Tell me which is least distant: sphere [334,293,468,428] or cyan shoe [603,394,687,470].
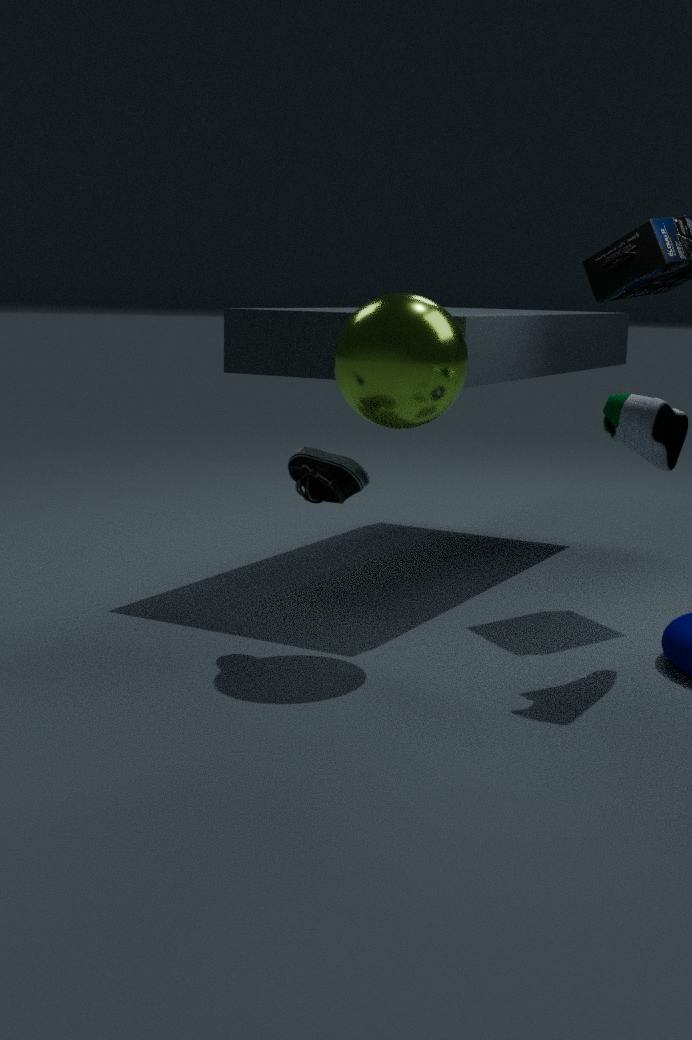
cyan shoe [603,394,687,470]
